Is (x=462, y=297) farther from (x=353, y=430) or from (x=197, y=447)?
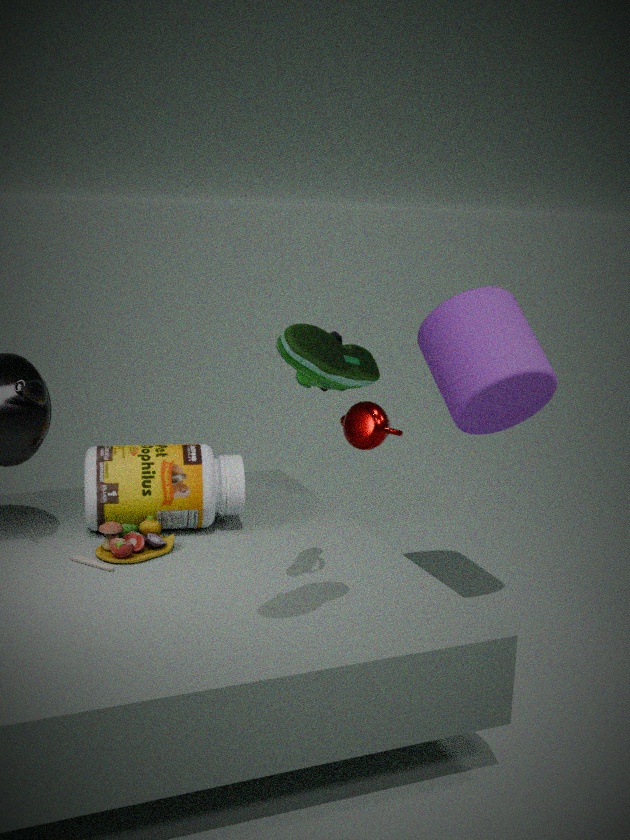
(x=197, y=447)
